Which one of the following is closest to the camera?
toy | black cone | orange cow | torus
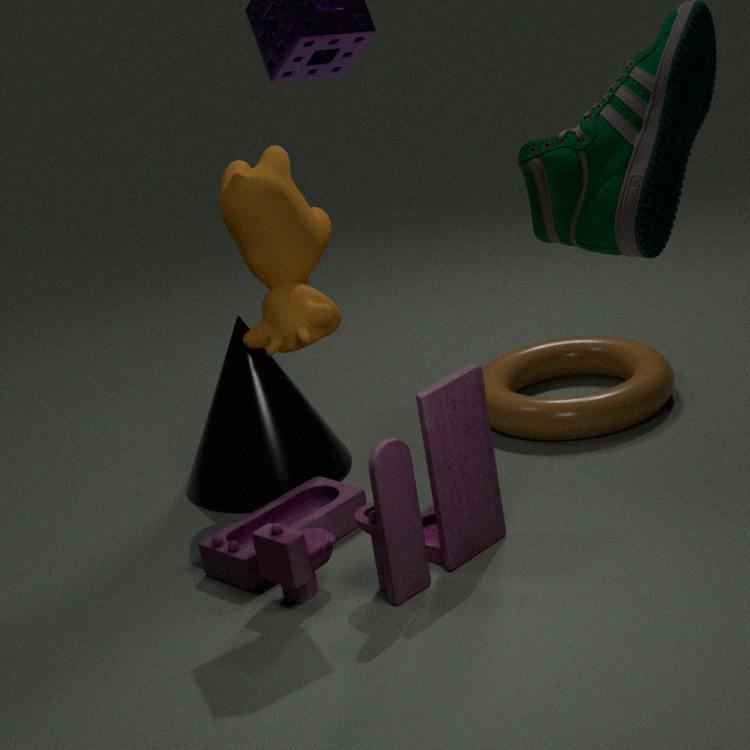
toy
